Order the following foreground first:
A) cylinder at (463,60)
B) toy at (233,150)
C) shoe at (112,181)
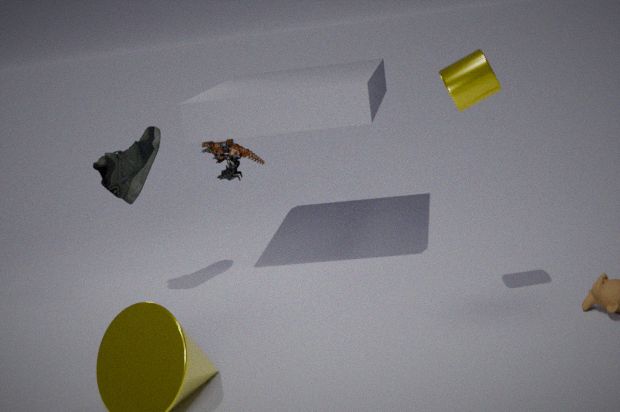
cylinder at (463,60), shoe at (112,181), toy at (233,150)
